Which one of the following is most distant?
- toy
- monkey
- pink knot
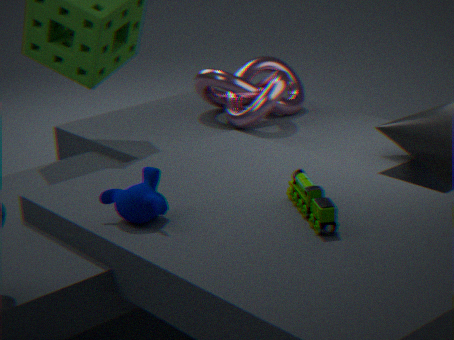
pink knot
